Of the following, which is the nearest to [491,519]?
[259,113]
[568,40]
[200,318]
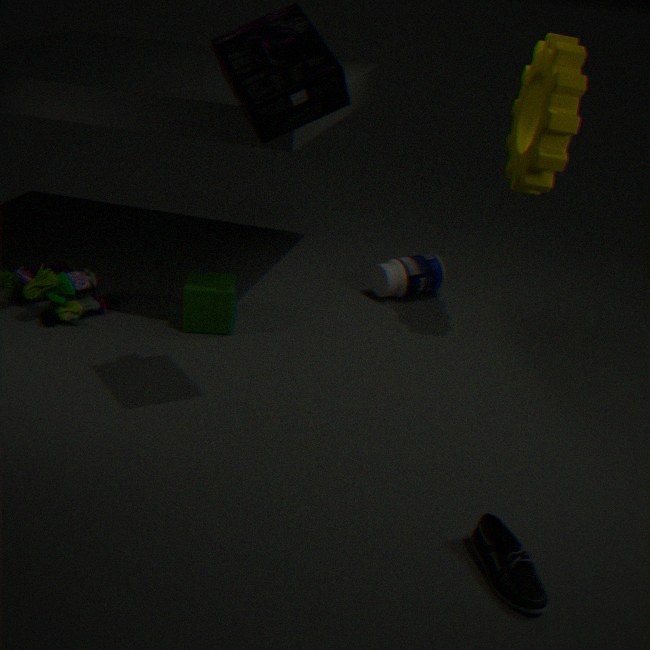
[259,113]
